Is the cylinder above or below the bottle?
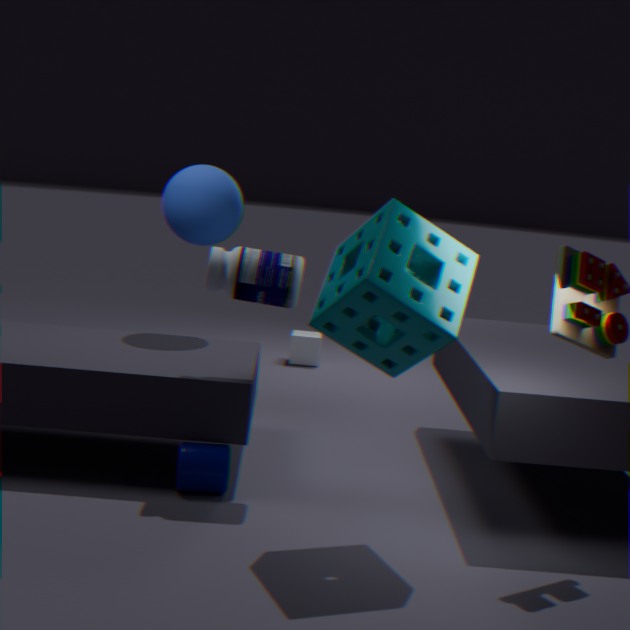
below
